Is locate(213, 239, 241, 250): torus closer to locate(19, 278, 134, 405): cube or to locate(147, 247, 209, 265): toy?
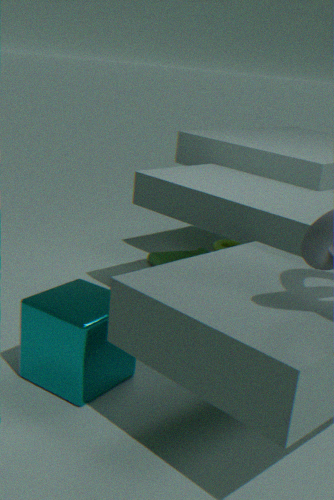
locate(147, 247, 209, 265): toy
